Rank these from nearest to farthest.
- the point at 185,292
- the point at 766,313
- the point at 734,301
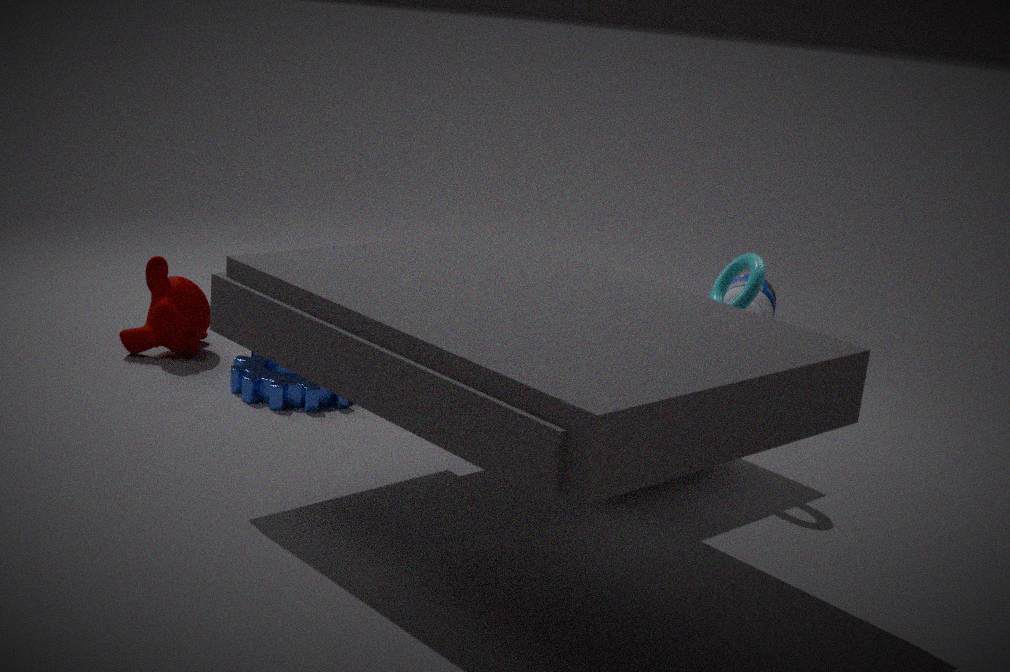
the point at 734,301
the point at 185,292
the point at 766,313
